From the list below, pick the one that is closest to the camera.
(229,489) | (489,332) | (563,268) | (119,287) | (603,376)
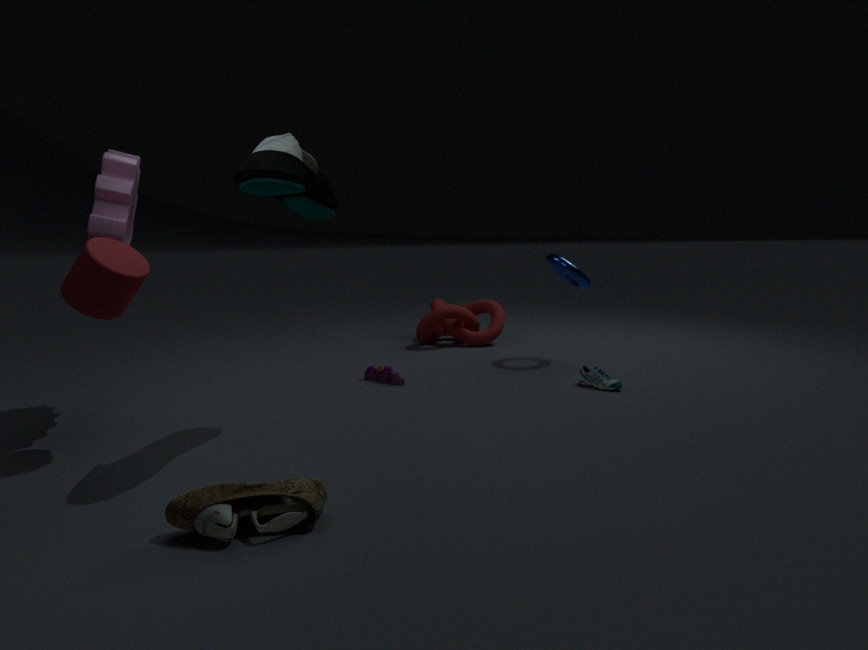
(229,489)
